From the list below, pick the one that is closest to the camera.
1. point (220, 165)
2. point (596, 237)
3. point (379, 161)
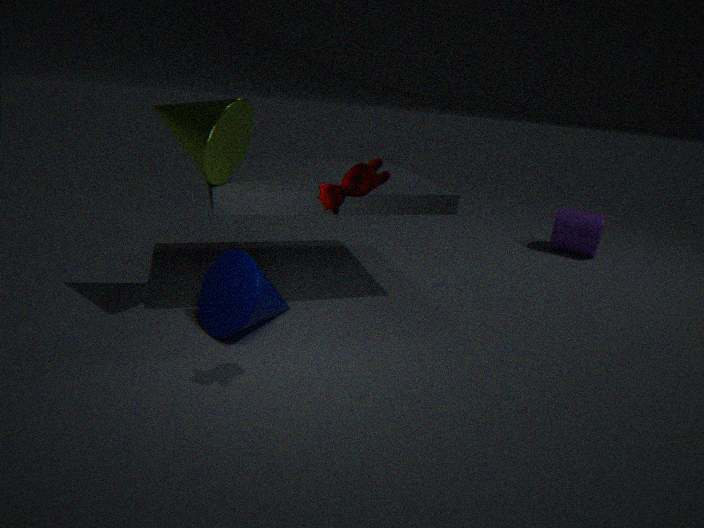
point (379, 161)
